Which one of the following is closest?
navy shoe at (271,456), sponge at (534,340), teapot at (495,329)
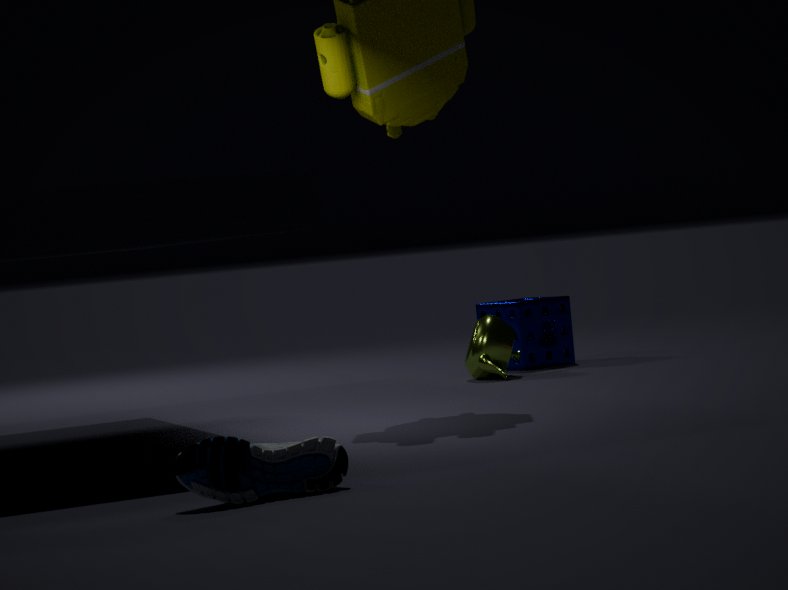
navy shoe at (271,456)
